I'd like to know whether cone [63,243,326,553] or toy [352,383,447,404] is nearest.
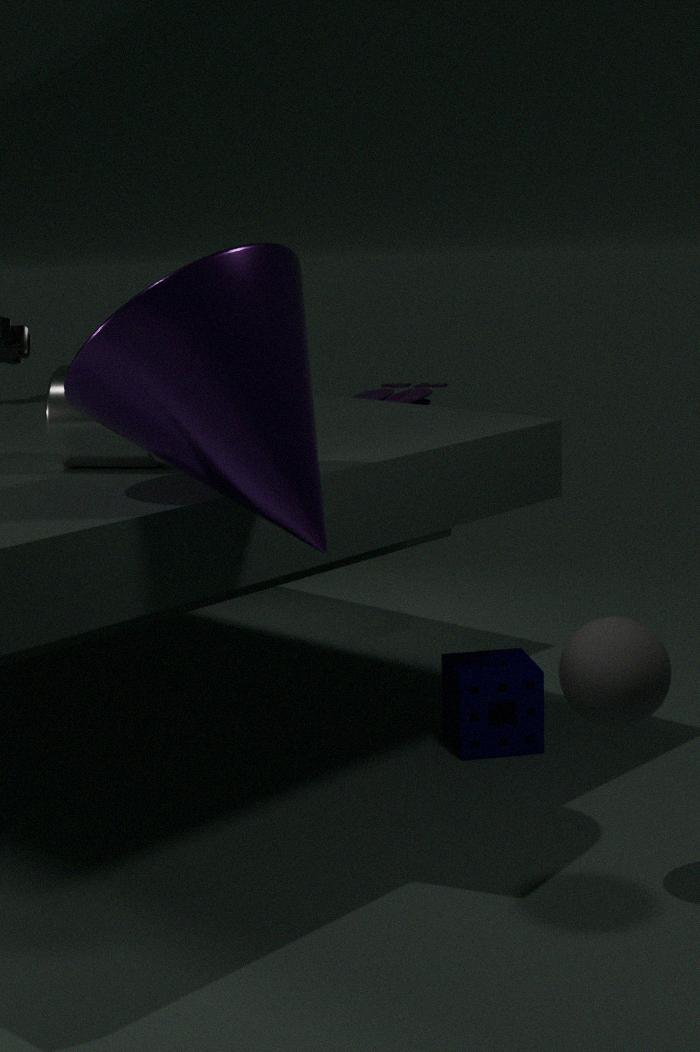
cone [63,243,326,553]
